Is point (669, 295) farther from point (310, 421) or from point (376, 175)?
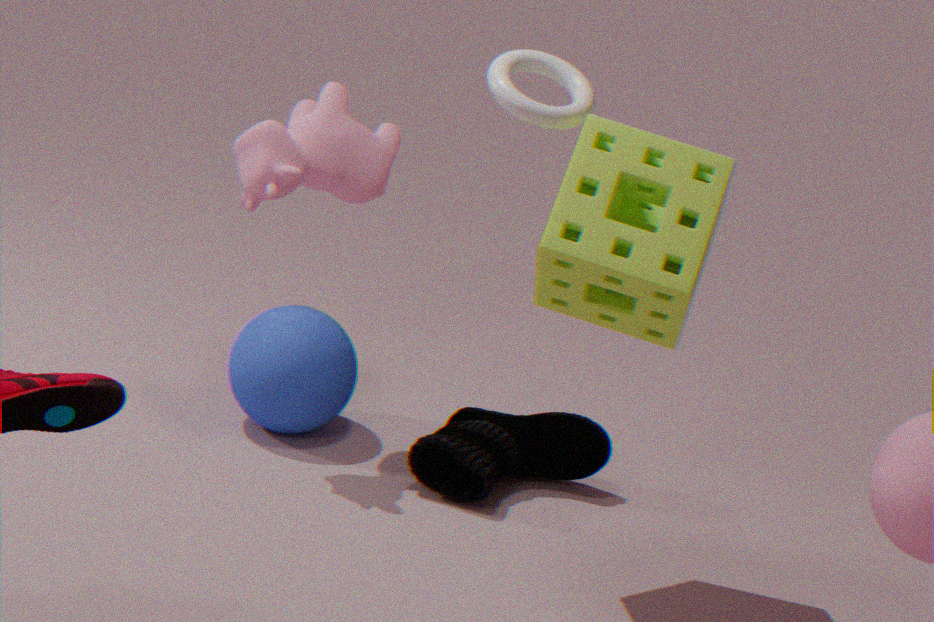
point (310, 421)
